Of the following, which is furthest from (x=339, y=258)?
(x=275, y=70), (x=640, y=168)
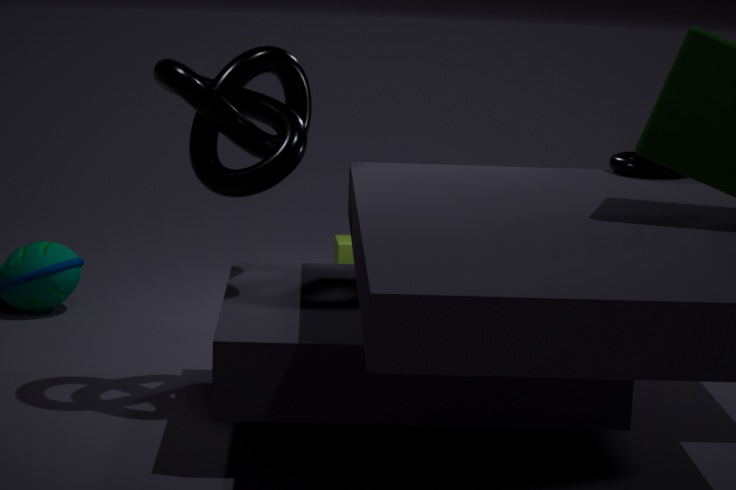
(x=275, y=70)
